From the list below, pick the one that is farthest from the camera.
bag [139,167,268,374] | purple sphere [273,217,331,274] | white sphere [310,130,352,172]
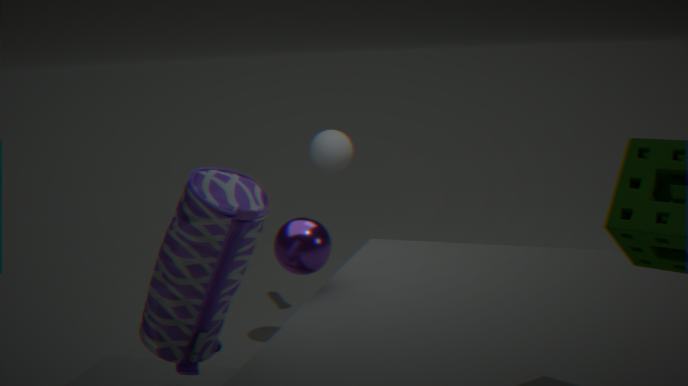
→ white sphere [310,130,352,172]
